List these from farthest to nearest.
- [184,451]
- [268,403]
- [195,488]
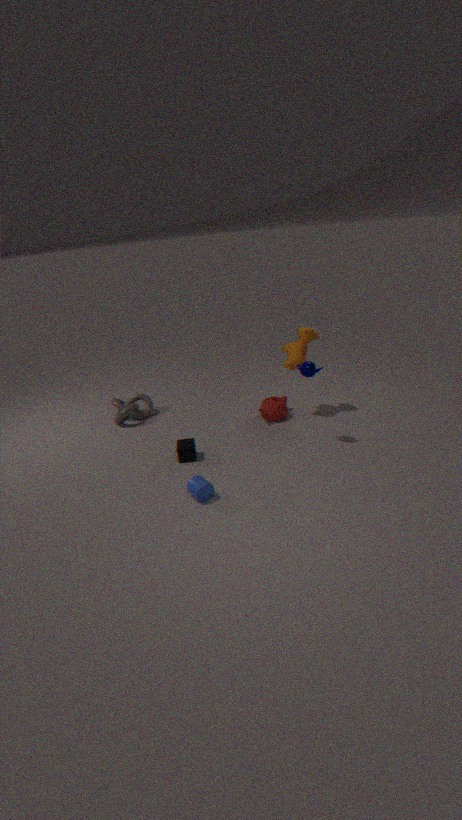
[268,403]
[184,451]
[195,488]
